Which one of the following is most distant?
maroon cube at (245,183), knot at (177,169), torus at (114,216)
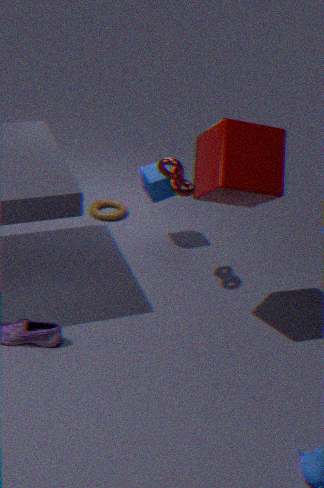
torus at (114,216)
